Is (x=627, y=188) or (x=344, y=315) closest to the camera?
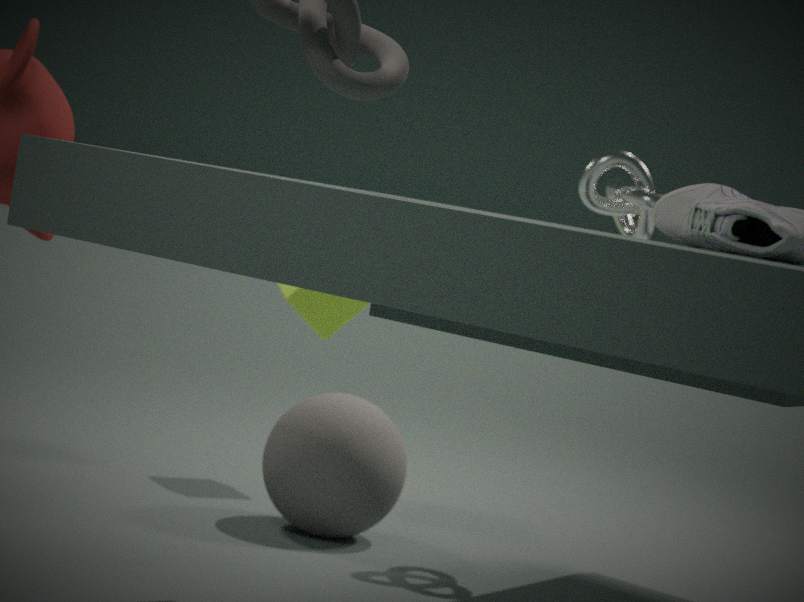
(x=627, y=188)
